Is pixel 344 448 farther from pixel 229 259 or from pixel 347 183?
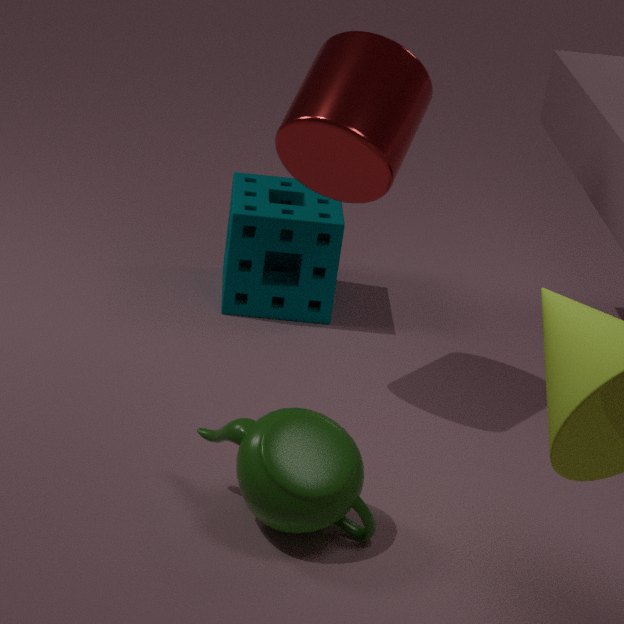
pixel 229 259
